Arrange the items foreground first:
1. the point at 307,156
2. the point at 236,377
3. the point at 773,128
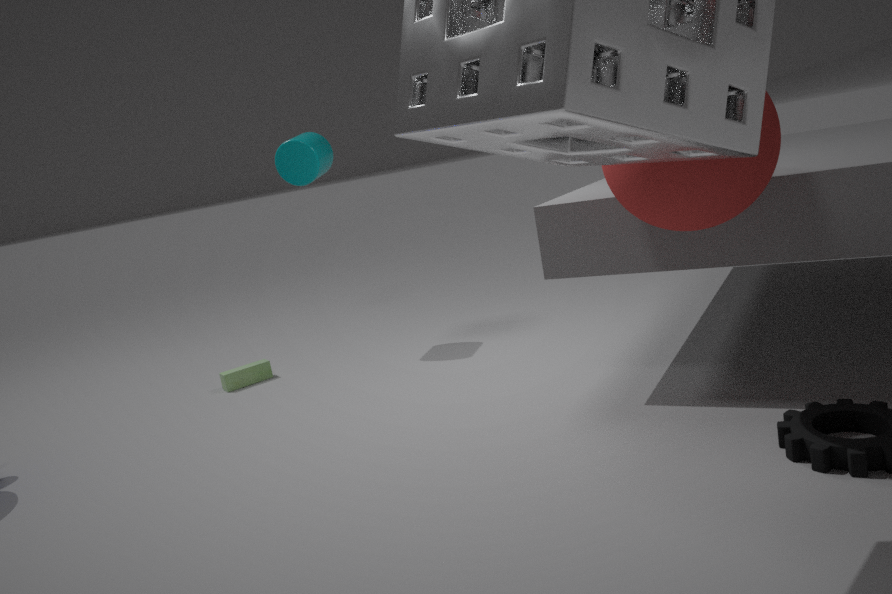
the point at 773,128, the point at 236,377, the point at 307,156
